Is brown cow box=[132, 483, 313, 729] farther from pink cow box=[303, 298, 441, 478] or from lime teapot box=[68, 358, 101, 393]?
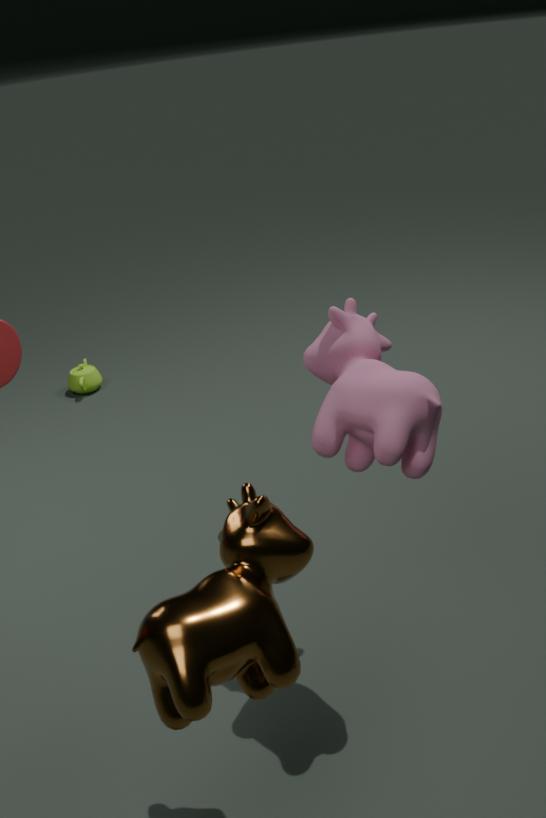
lime teapot box=[68, 358, 101, 393]
